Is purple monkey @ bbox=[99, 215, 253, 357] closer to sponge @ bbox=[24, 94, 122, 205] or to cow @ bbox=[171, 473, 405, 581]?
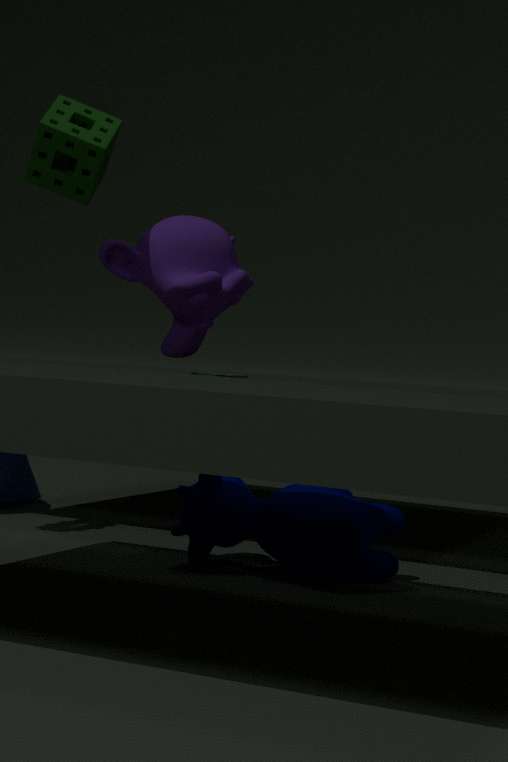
sponge @ bbox=[24, 94, 122, 205]
